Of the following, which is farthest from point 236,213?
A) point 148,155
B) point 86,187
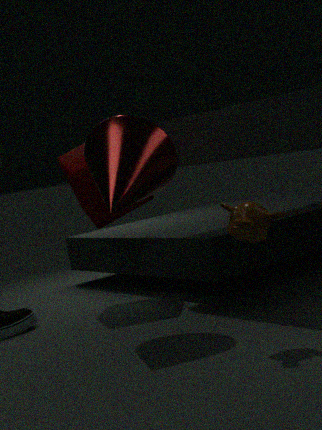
point 86,187
